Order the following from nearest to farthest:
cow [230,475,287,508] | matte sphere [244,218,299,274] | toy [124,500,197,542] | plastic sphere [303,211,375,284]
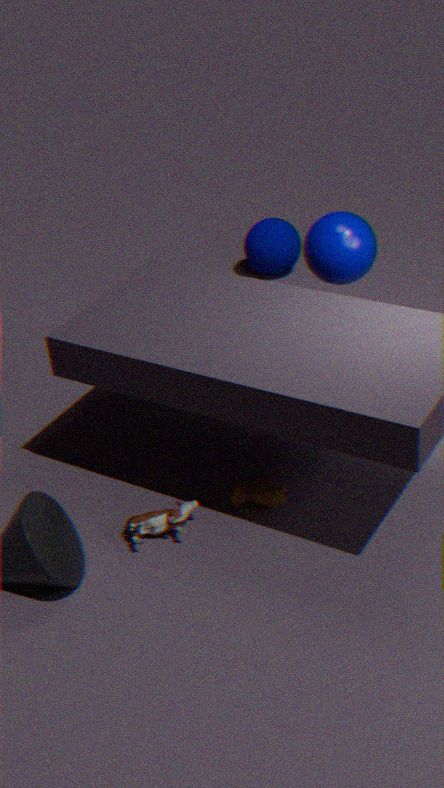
toy [124,500,197,542] < cow [230,475,287,508] < plastic sphere [303,211,375,284] < matte sphere [244,218,299,274]
